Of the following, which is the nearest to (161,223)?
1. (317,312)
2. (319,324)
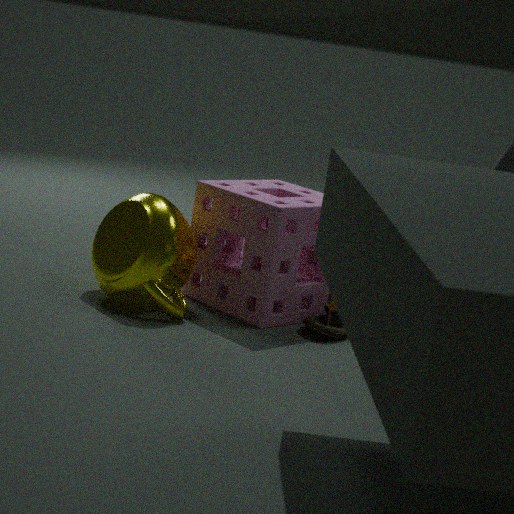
(317,312)
